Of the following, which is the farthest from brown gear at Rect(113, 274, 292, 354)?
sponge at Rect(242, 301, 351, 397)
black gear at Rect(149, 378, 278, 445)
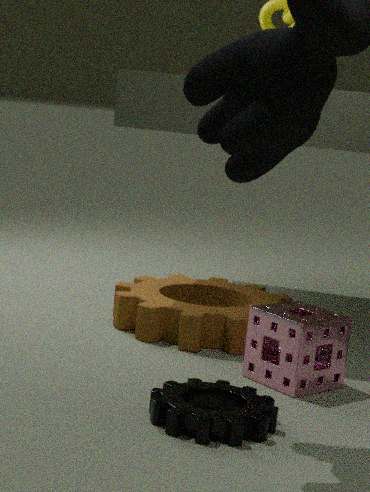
black gear at Rect(149, 378, 278, 445)
